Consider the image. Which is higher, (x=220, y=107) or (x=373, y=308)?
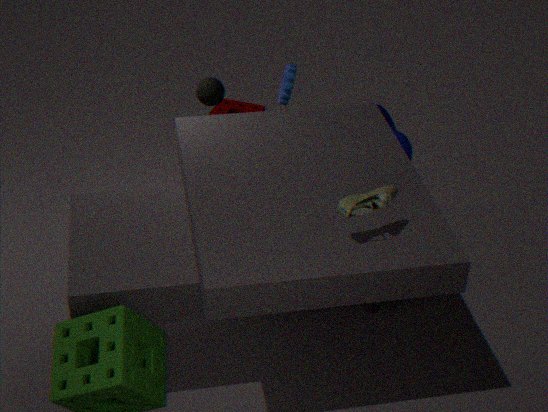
(x=373, y=308)
